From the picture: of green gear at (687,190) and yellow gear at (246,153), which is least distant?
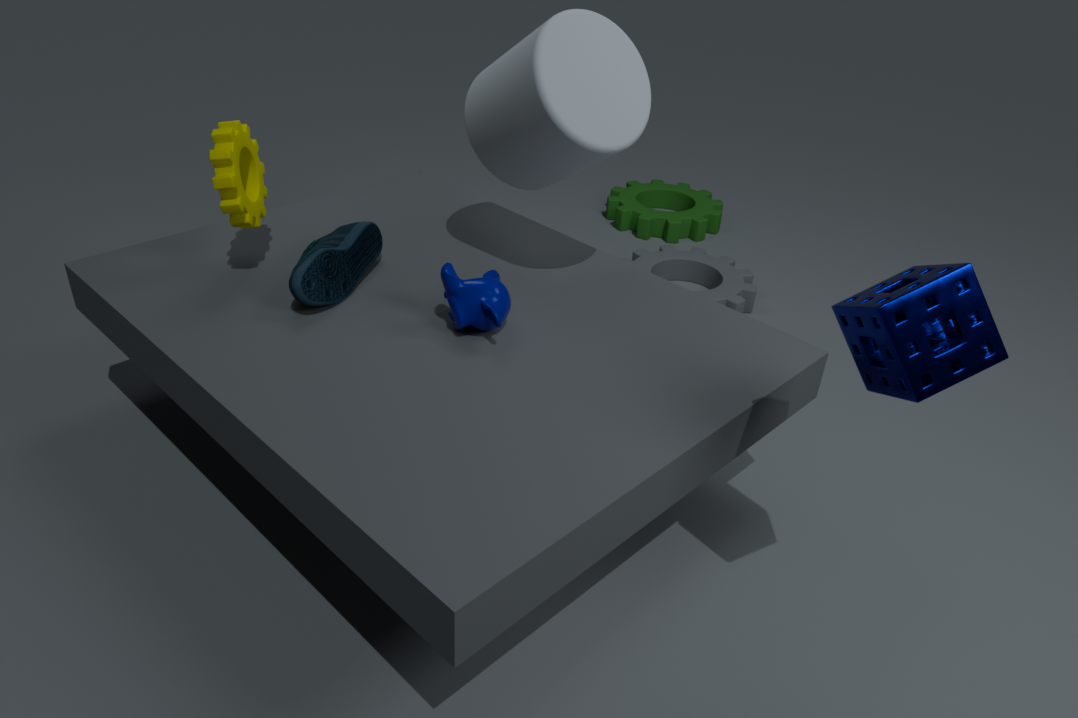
yellow gear at (246,153)
